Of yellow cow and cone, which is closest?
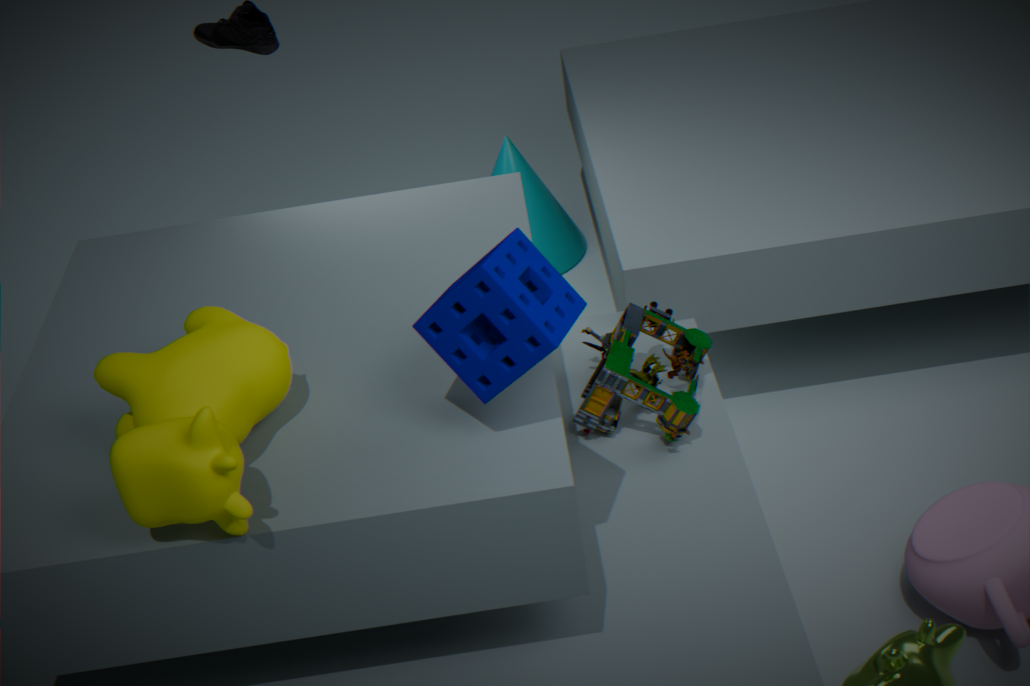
yellow cow
